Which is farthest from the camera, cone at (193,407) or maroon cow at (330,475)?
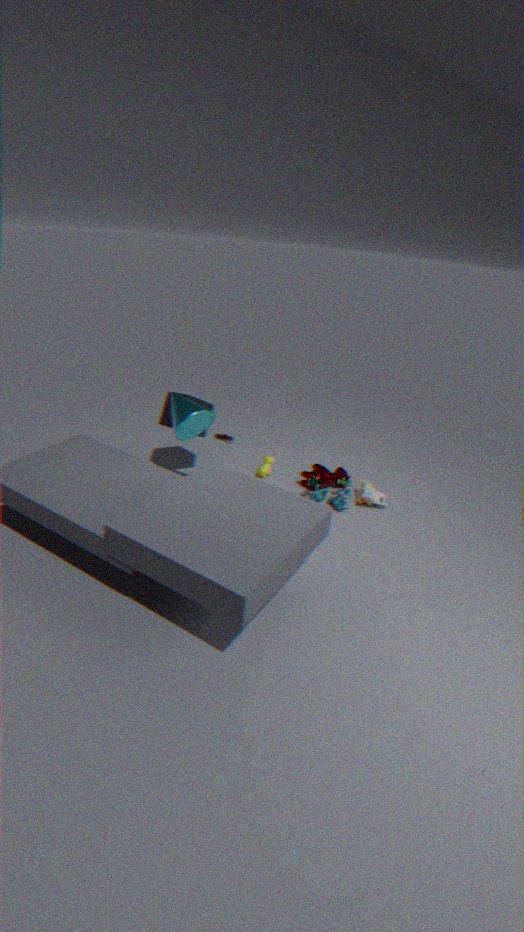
maroon cow at (330,475)
